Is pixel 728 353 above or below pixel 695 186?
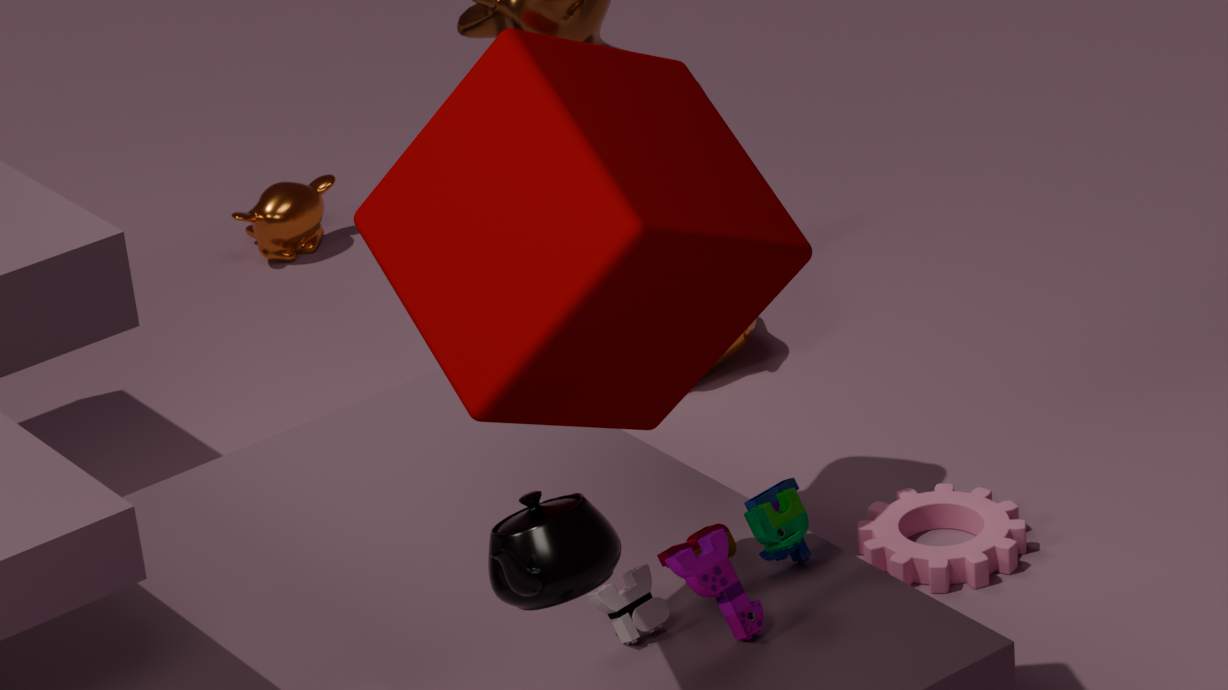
below
